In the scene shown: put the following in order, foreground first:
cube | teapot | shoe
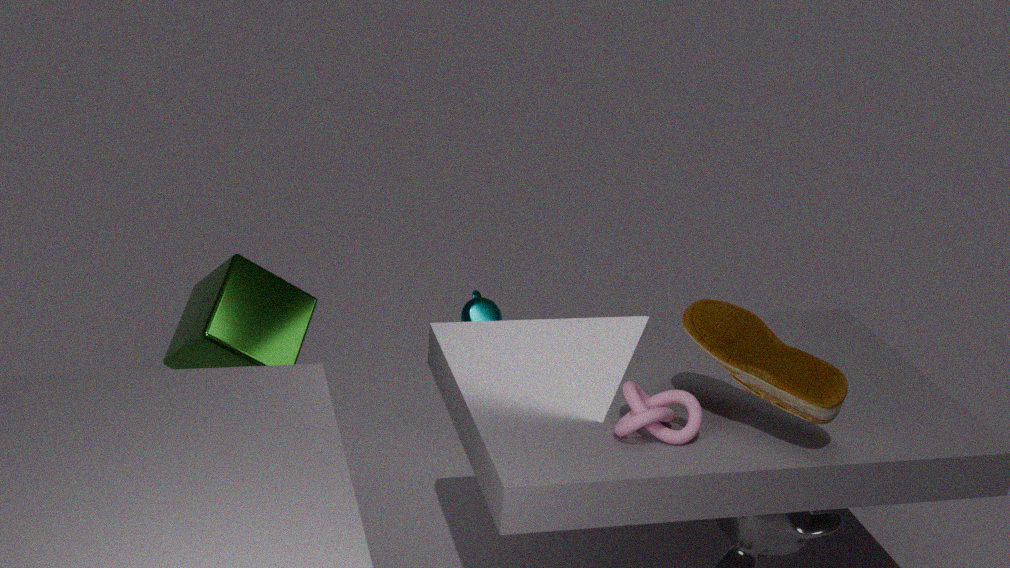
1. shoe
2. cube
3. teapot
